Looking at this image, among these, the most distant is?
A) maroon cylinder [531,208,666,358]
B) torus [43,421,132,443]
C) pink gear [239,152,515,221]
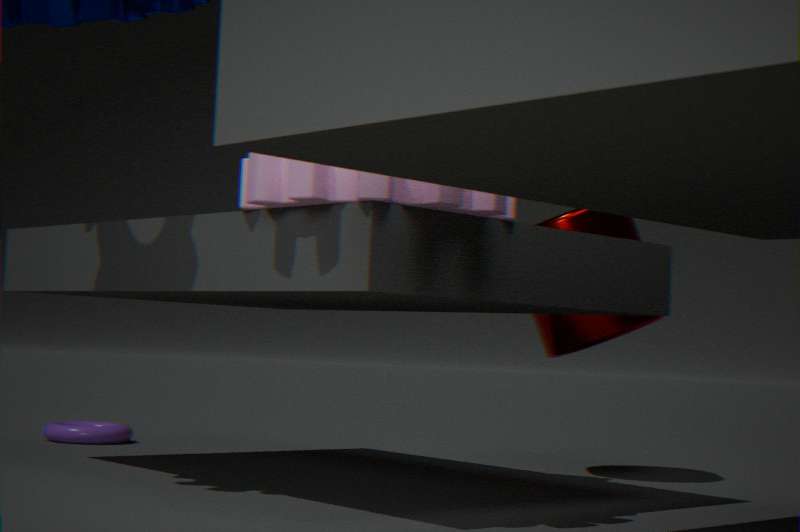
torus [43,421,132,443]
